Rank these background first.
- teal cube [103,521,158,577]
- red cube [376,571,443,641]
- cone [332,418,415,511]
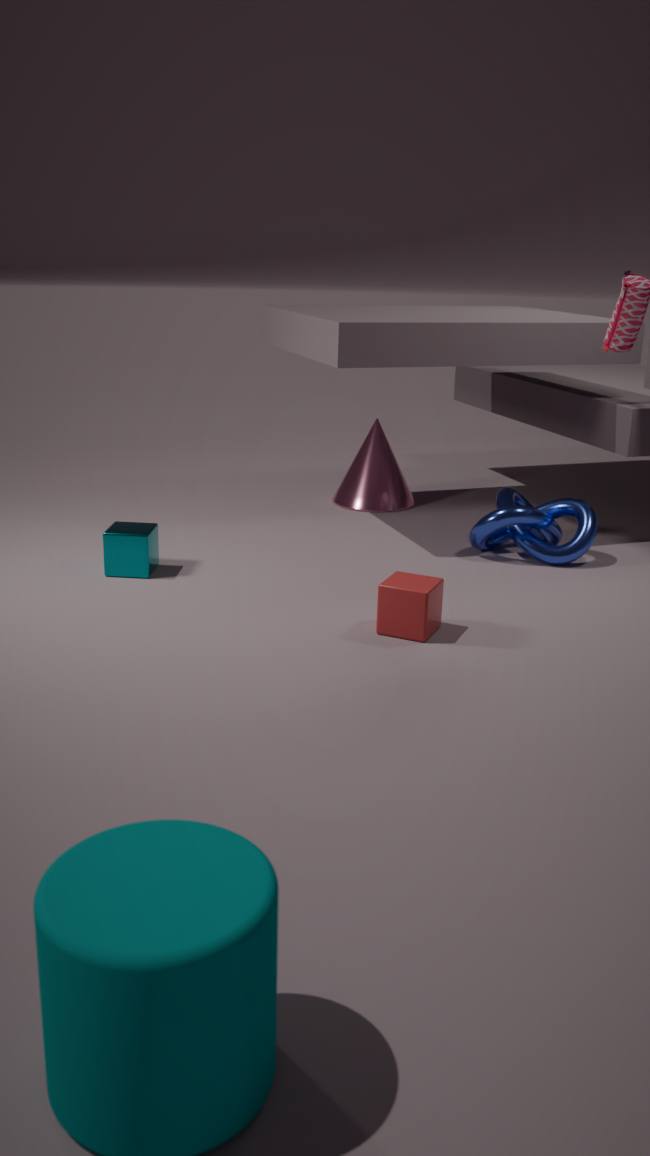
1. cone [332,418,415,511]
2. teal cube [103,521,158,577]
3. red cube [376,571,443,641]
